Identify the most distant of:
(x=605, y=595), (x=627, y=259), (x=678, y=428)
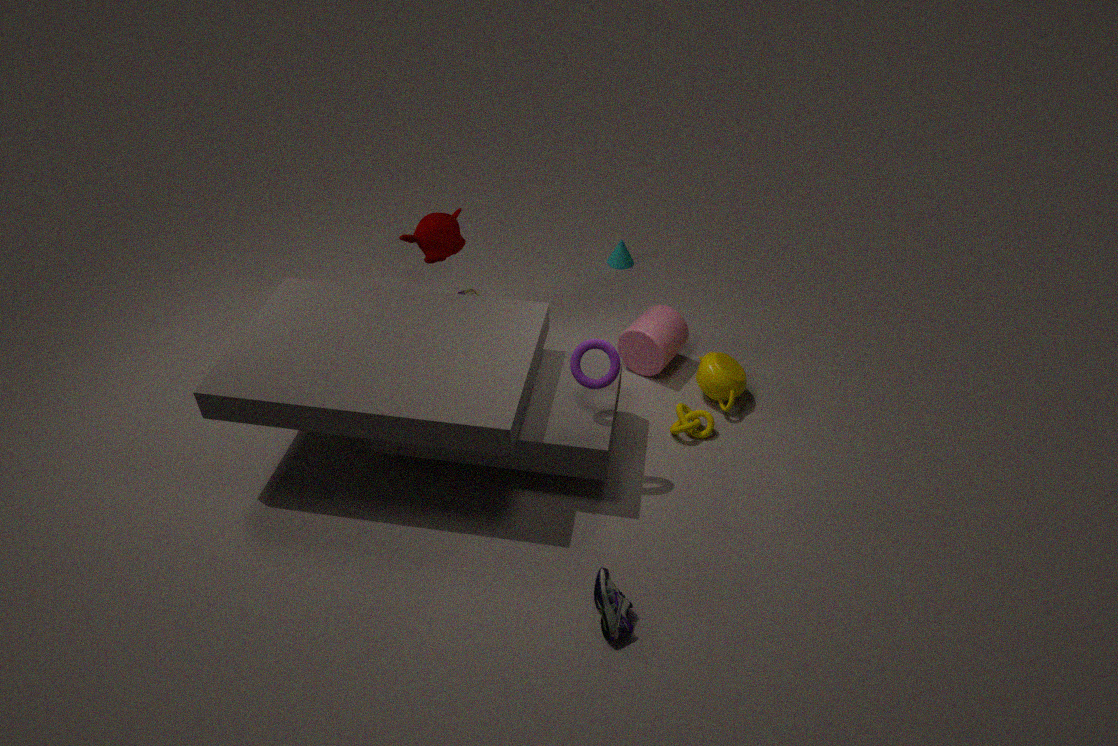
(x=627, y=259)
